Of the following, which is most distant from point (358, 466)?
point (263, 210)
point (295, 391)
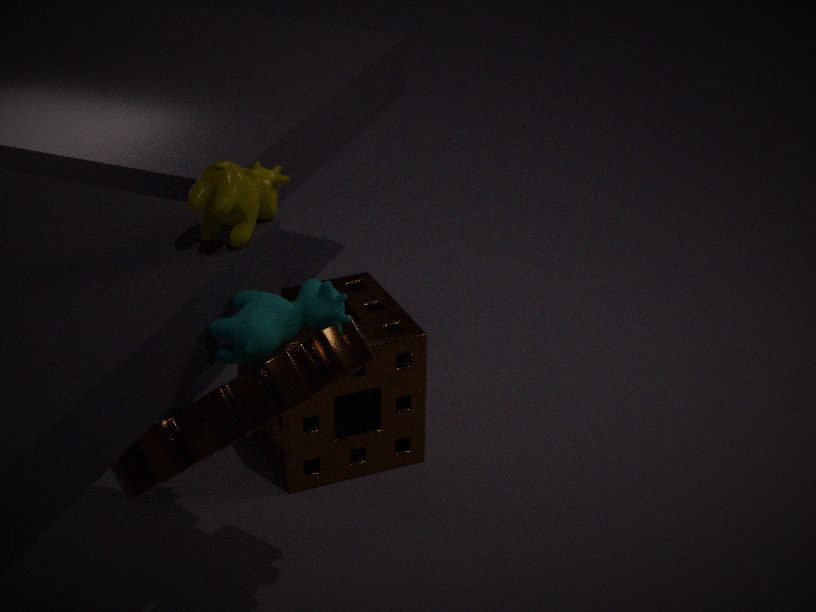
point (263, 210)
